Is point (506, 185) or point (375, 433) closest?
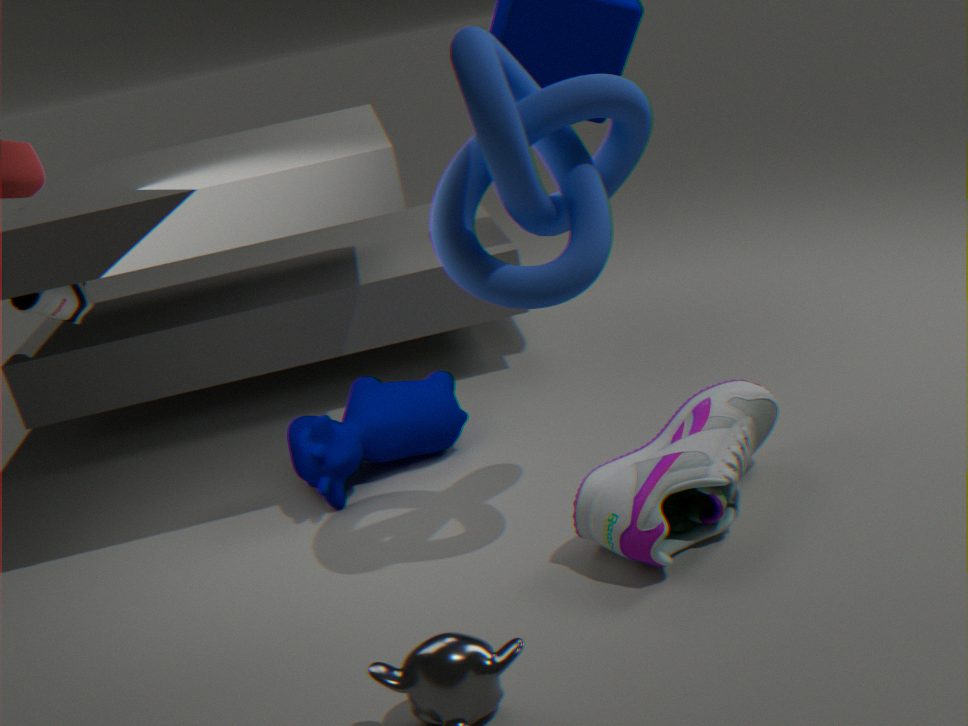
point (506, 185)
